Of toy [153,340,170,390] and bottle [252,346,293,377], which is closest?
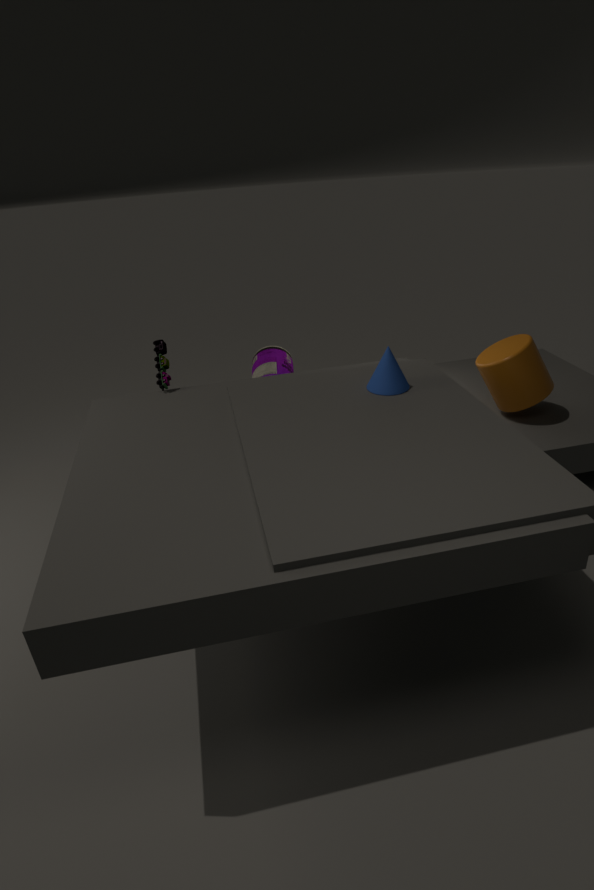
toy [153,340,170,390]
